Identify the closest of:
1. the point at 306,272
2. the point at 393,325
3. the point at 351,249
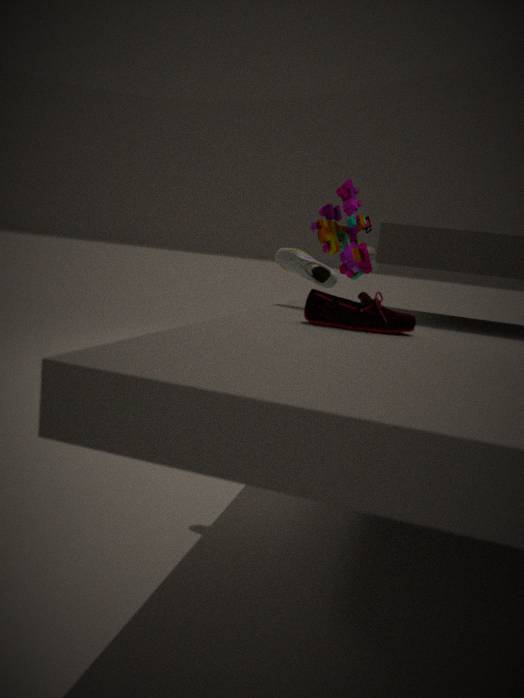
the point at 393,325
